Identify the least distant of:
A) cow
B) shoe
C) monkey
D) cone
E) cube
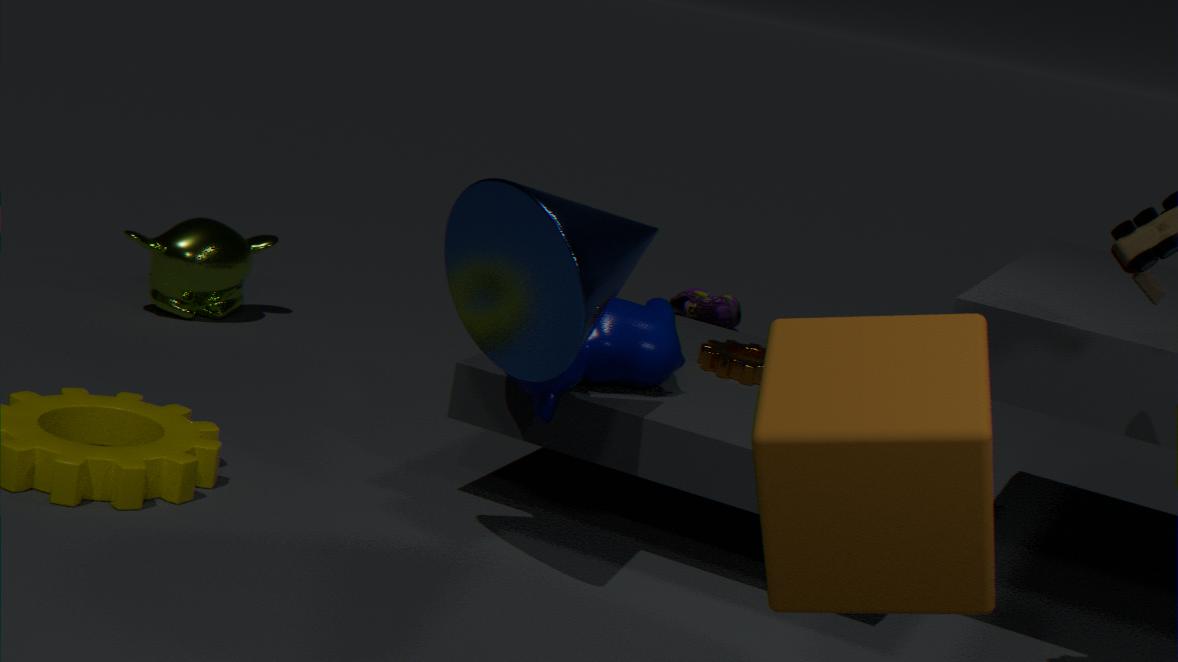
cube
